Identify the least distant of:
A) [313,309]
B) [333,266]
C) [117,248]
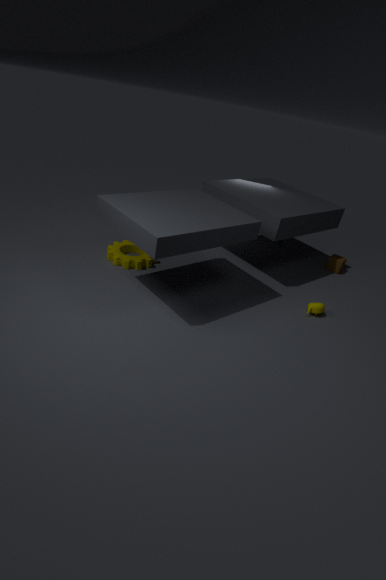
[313,309]
